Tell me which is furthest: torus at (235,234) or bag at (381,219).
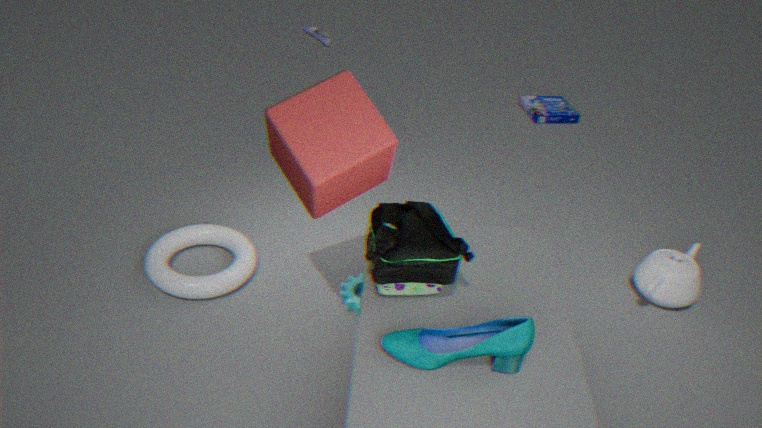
torus at (235,234)
